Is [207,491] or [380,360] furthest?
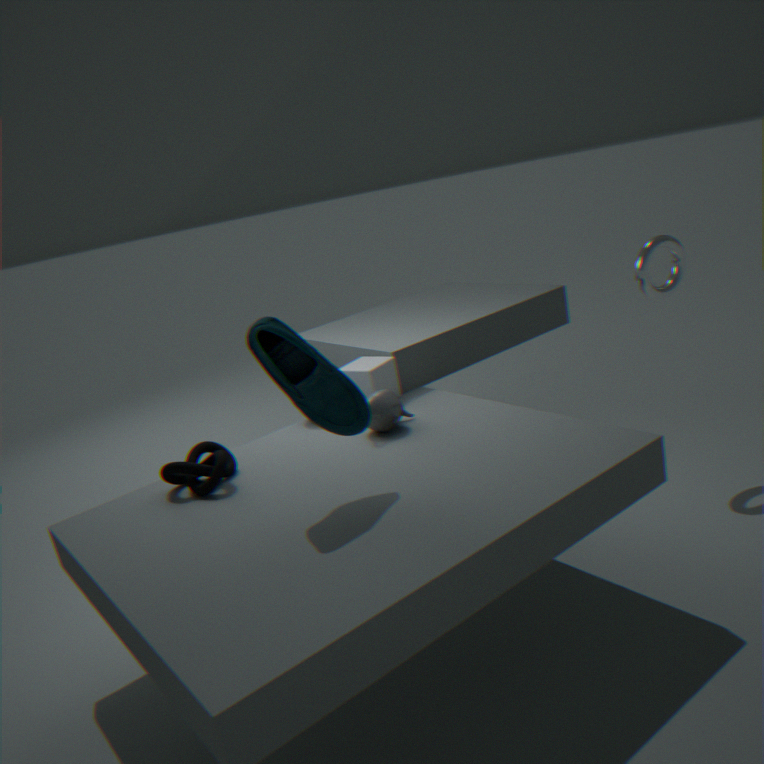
[380,360]
